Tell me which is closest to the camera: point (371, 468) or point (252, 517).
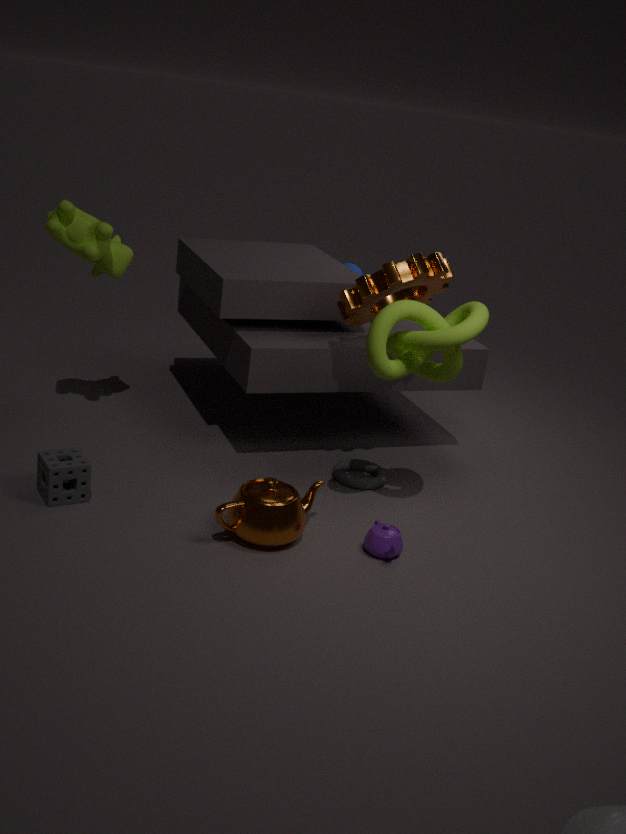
point (252, 517)
